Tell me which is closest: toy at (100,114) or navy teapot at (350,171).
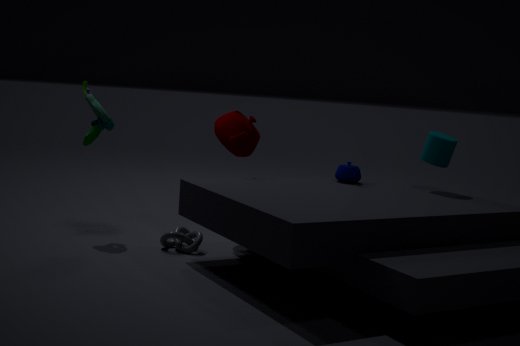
navy teapot at (350,171)
